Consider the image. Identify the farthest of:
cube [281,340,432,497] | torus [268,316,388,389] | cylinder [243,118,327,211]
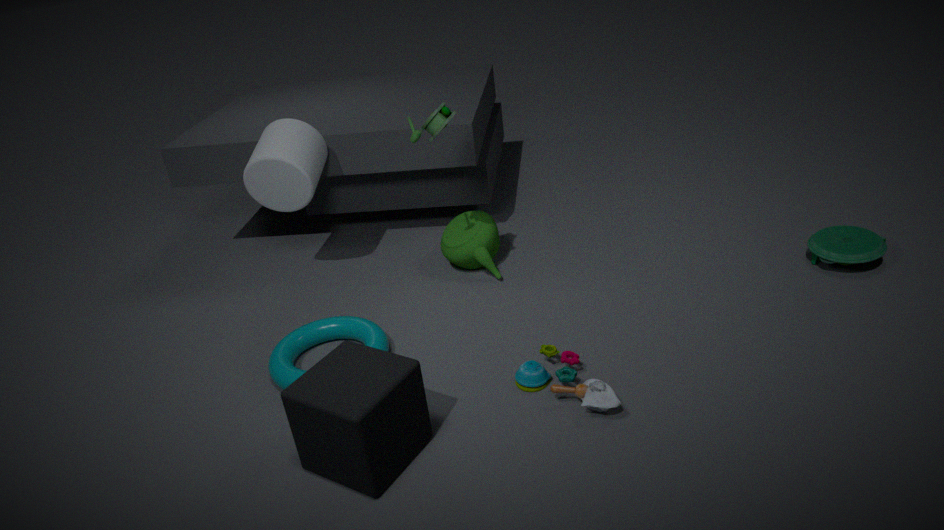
cylinder [243,118,327,211]
